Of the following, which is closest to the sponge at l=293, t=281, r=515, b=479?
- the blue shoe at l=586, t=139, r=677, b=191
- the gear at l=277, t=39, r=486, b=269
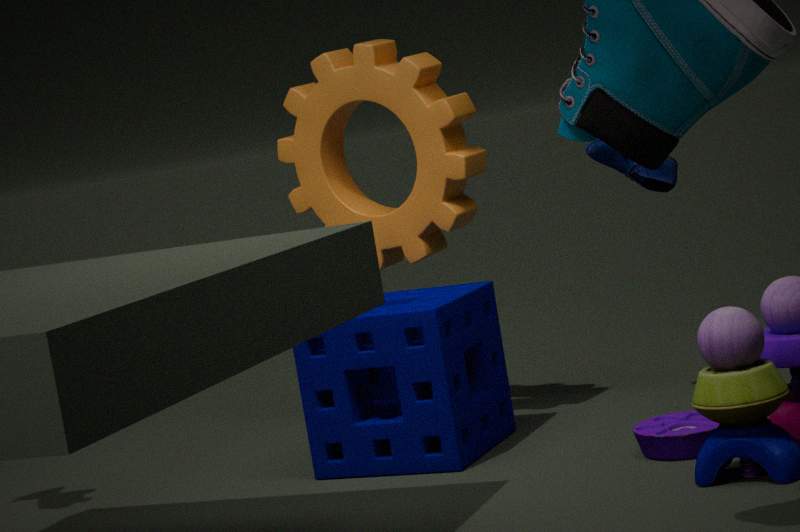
the gear at l=277, t=39, r=486, b=269
